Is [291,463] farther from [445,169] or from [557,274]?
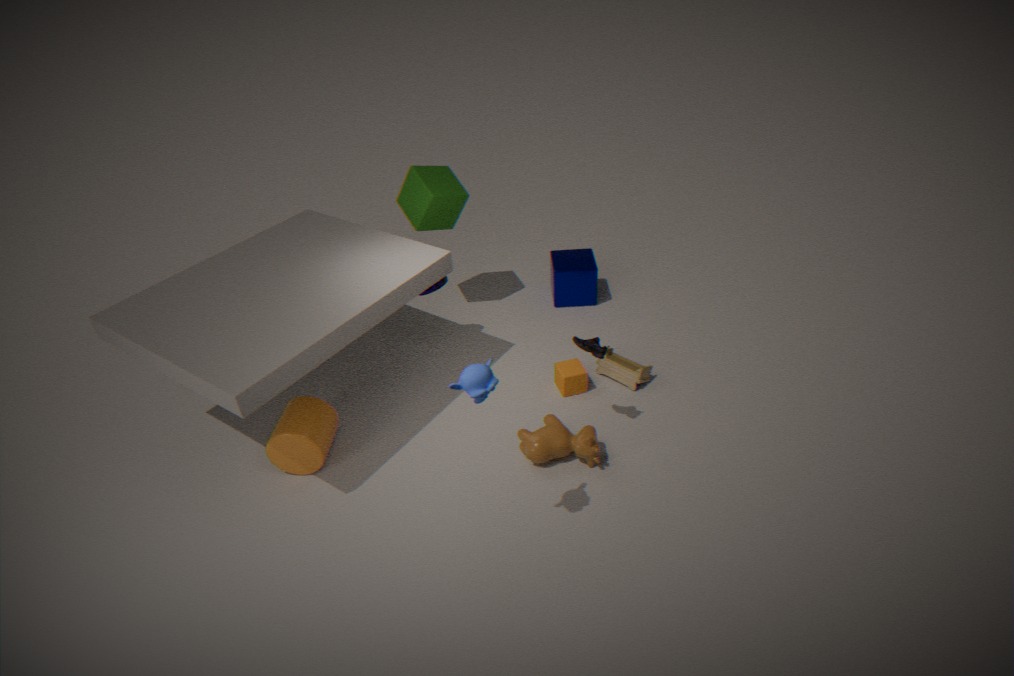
[557,274]
